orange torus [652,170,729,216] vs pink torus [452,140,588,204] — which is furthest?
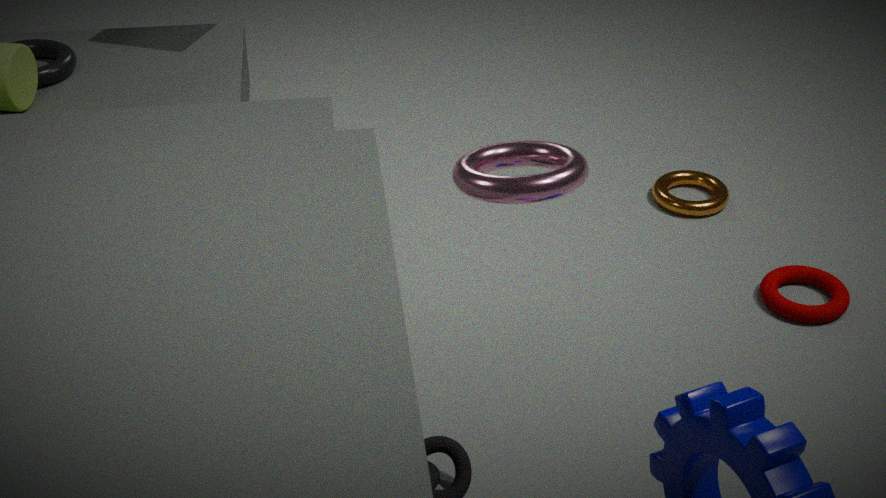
orange torus [652,170,729,216]
